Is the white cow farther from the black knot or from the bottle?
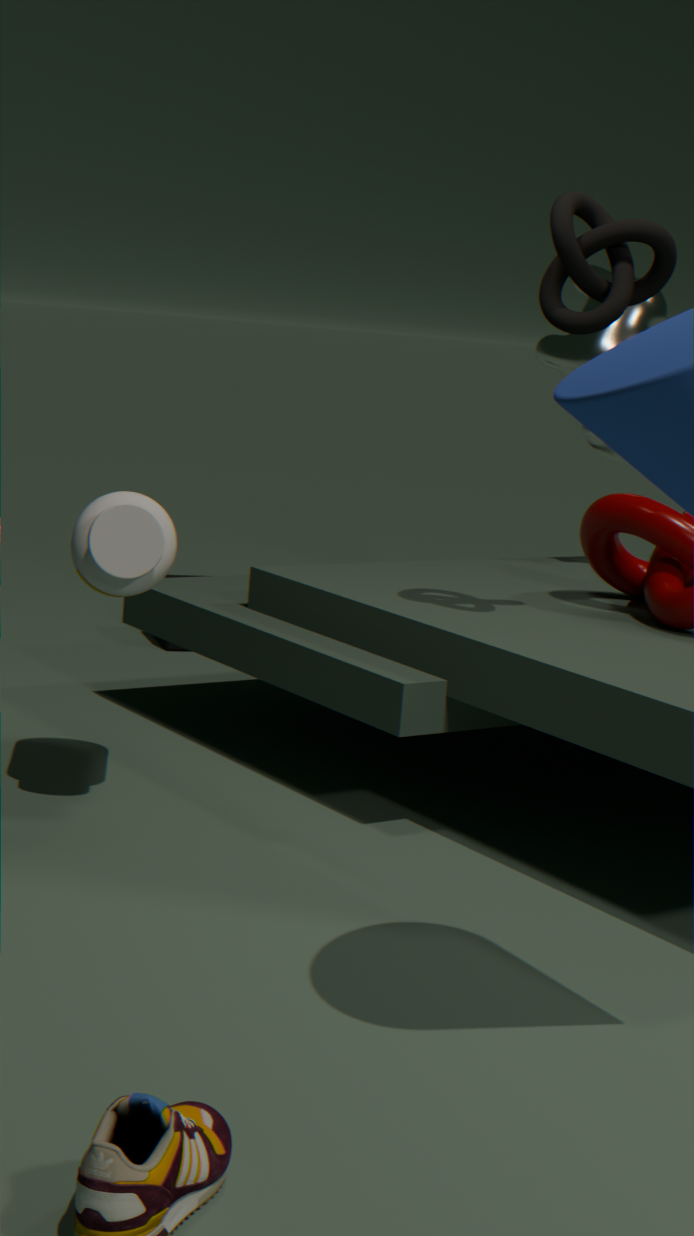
the bottle
